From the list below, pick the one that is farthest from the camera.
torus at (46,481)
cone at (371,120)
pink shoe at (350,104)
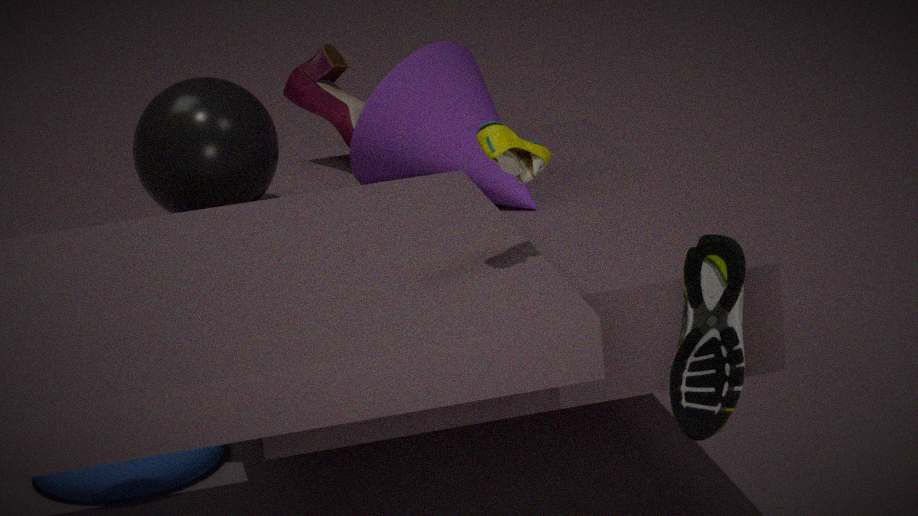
pink shoe at (350,104)
